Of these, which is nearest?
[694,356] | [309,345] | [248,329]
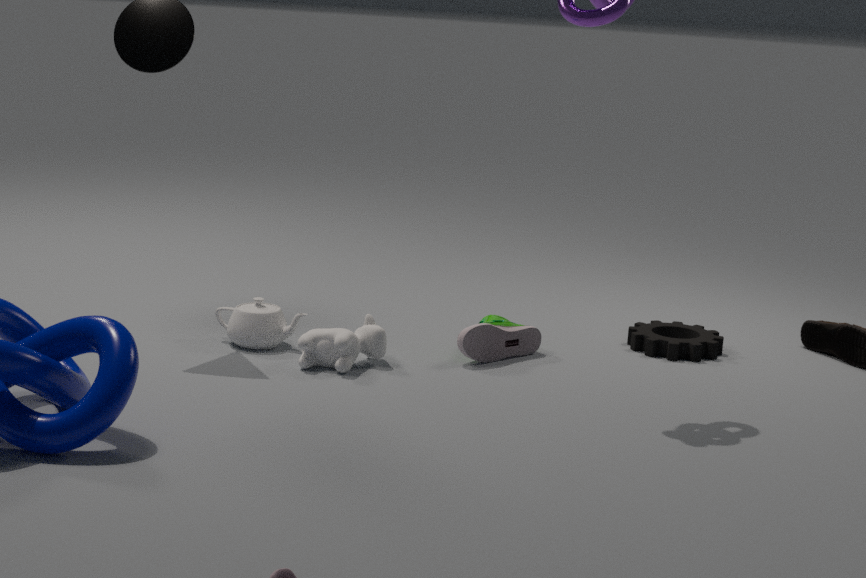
[309,345]
